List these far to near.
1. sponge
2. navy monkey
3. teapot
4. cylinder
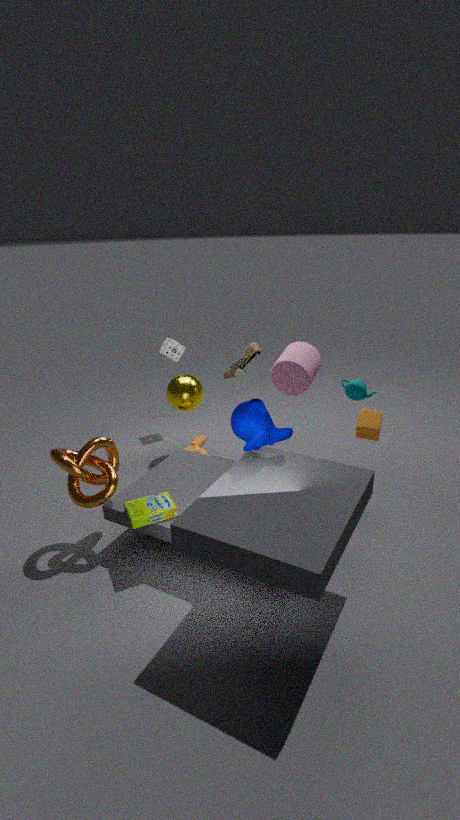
sponge → cylinder → teapot → navy monkey
